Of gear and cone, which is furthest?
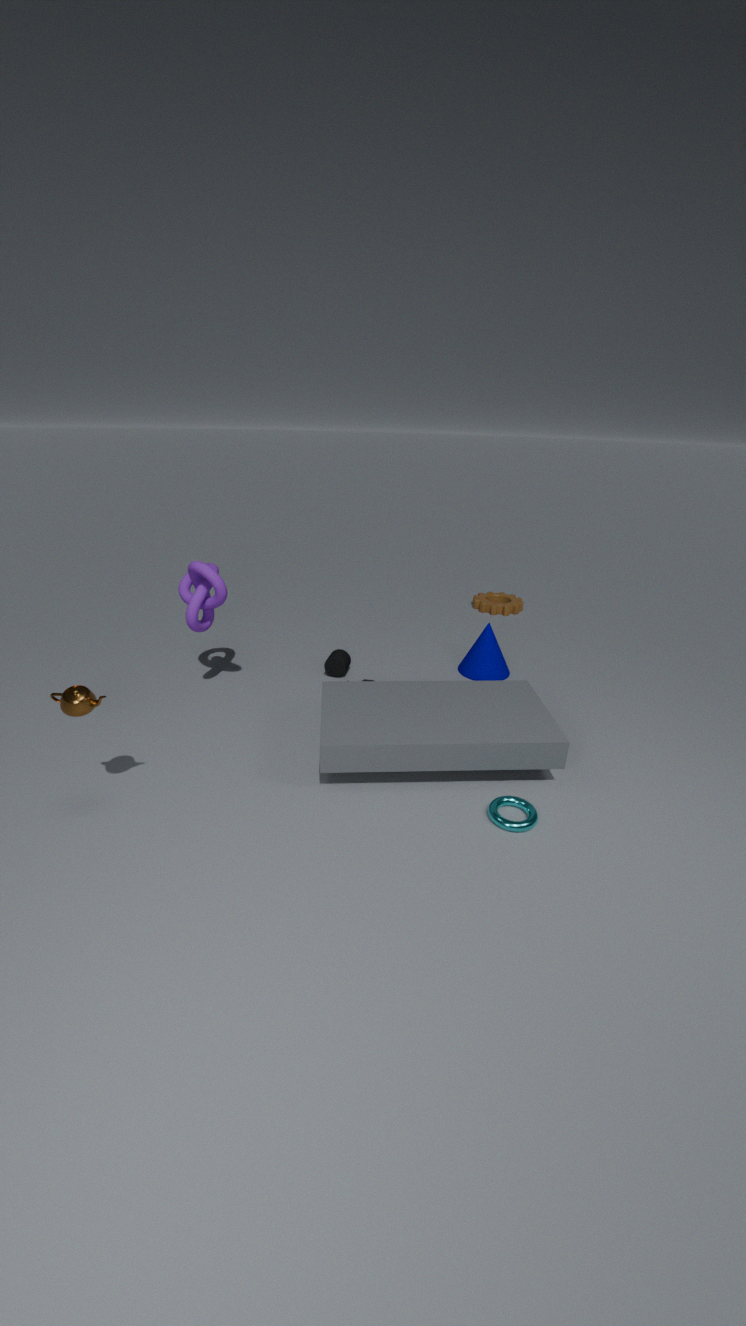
gear
